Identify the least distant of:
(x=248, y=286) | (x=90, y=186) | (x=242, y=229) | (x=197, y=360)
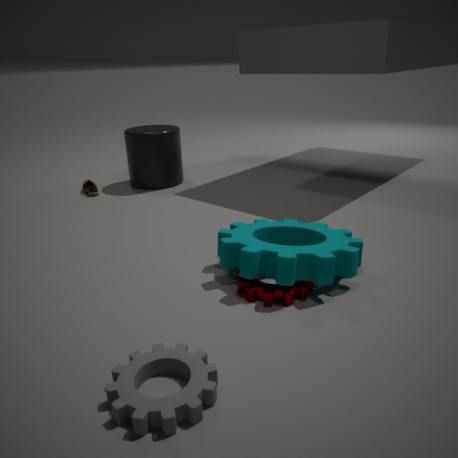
(x=197, y=360)
